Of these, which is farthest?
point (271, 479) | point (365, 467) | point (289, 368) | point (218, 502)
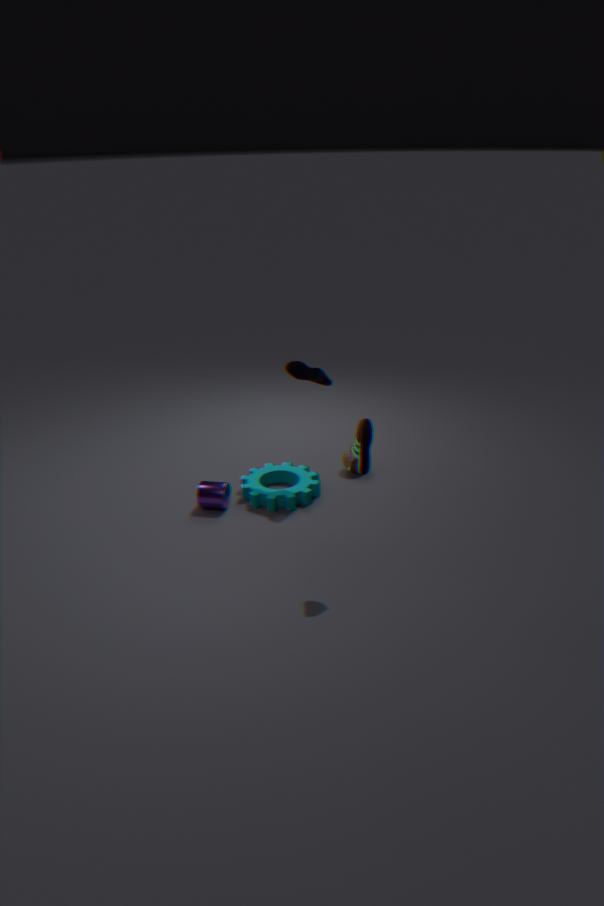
point (271, 479)
